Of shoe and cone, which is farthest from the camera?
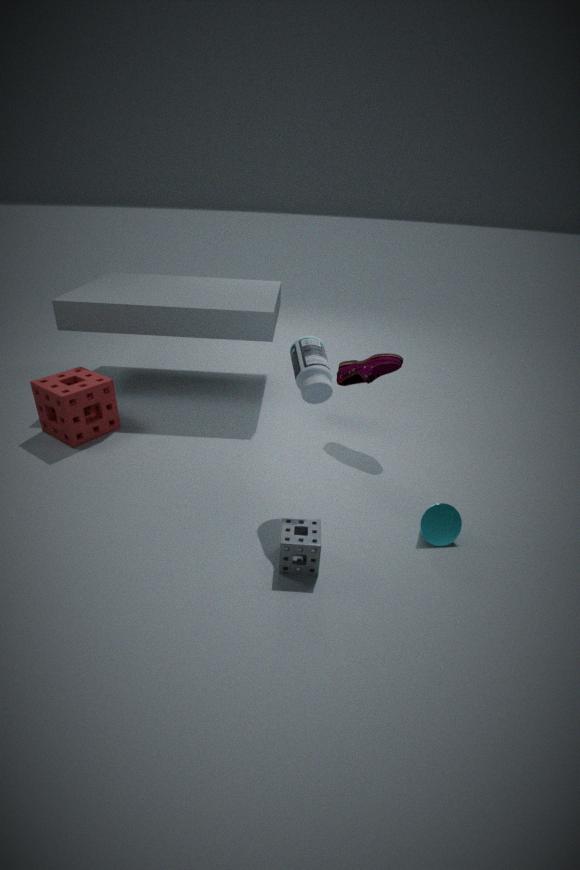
shoe
